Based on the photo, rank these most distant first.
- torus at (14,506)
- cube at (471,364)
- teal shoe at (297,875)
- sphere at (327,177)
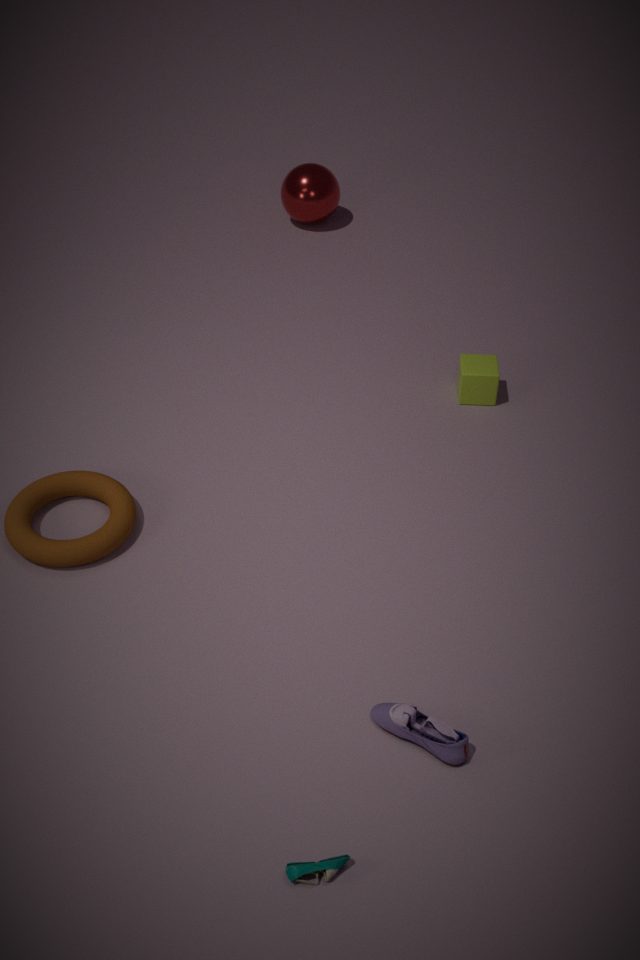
sphere at (327,177) < cube at (471,364) < torus at (14,506) < teal shoe at (297,875)
